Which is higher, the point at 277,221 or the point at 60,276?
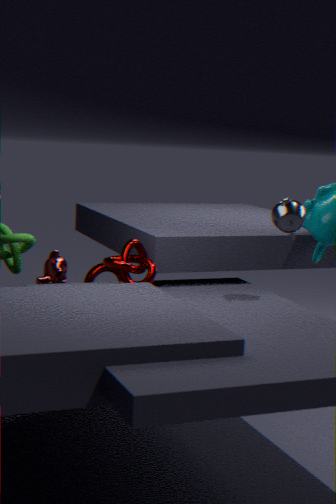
the point at 277,221
